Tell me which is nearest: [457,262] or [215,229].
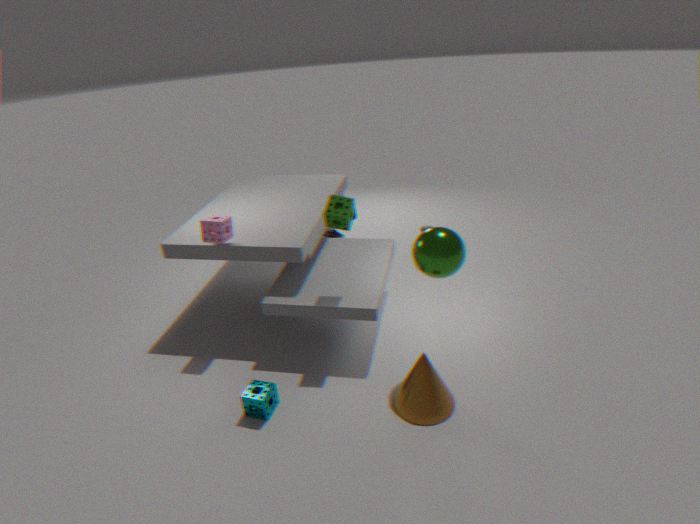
[457,262]
